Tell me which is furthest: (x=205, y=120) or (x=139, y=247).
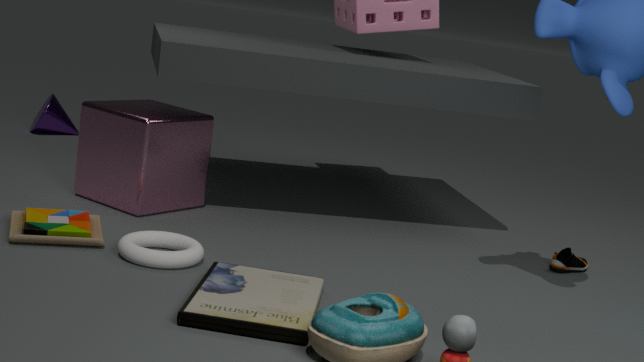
(x=205, y=120)
